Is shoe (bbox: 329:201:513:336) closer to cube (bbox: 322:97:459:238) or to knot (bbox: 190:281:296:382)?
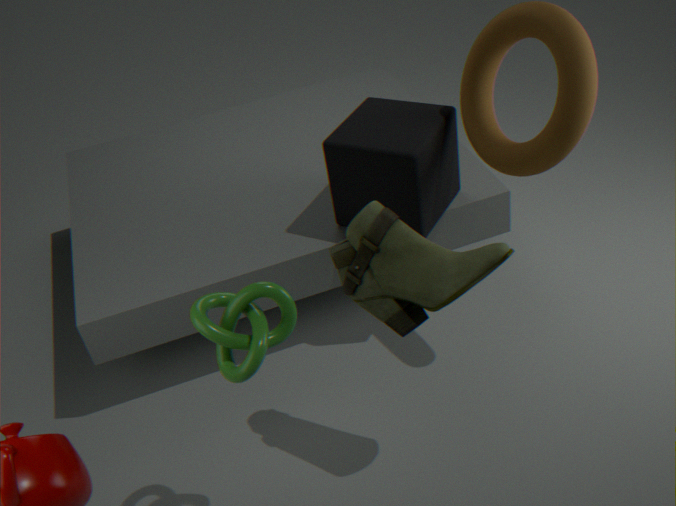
knot (bbox: 190:281:296:382)
